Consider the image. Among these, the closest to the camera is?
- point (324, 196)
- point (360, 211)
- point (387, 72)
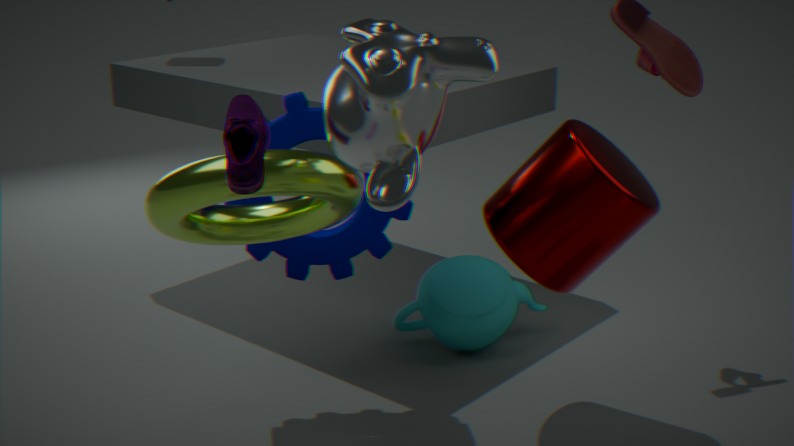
point (387, 72)
